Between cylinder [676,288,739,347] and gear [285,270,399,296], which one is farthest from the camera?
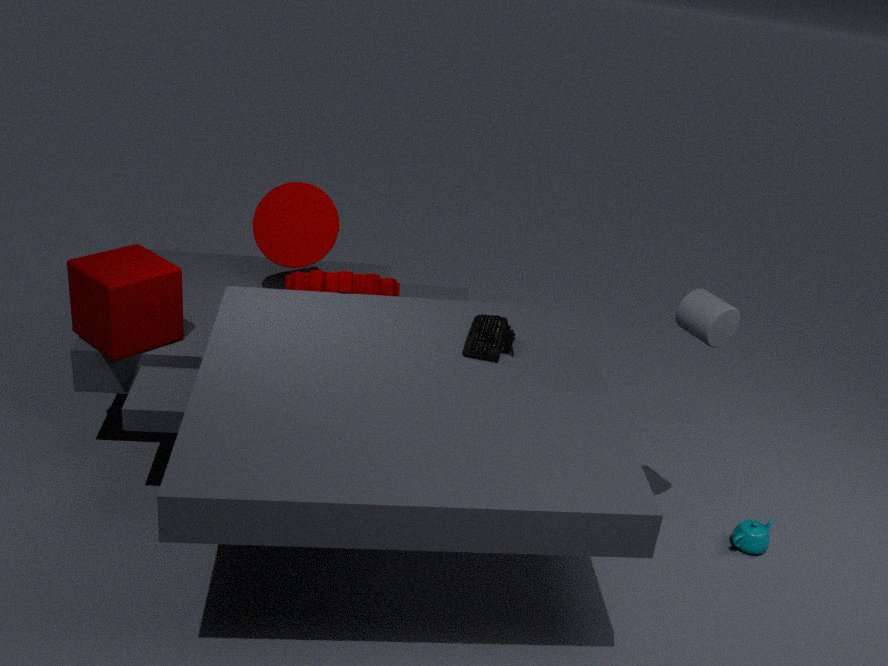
gear [285,270,399,296]
